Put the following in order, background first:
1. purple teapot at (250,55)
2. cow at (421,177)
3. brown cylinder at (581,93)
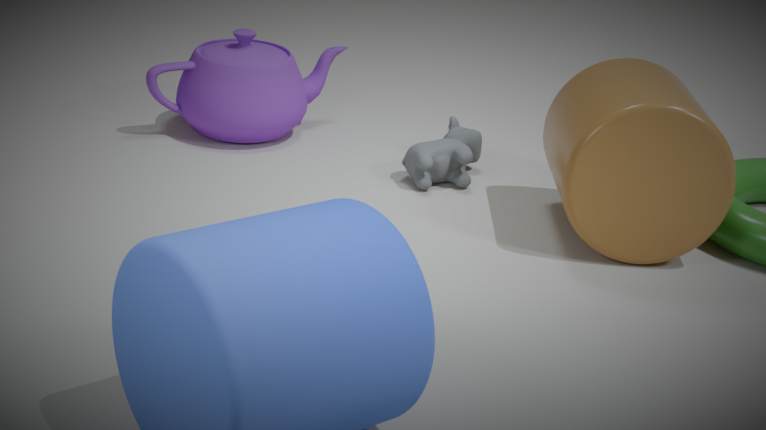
purple teapot at (250,55) → cow at (421,177) → brown cylinder at (581,93)
